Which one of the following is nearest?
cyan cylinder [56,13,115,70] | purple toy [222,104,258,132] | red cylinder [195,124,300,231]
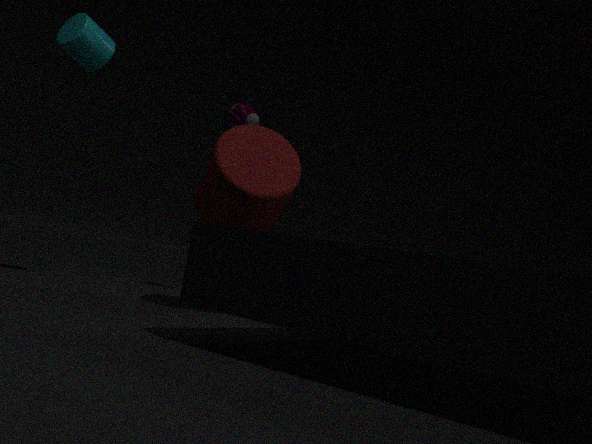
red cylinder [195,124,300,231]
